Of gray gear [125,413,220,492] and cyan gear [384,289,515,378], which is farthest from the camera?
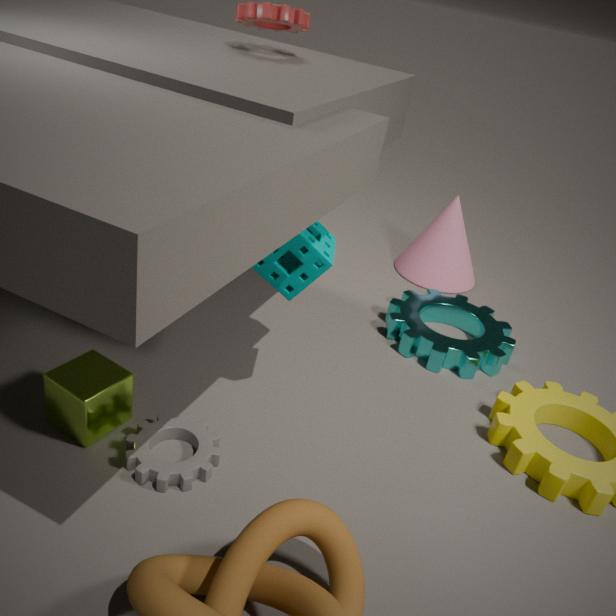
cyan gear [384,289,515,378]
